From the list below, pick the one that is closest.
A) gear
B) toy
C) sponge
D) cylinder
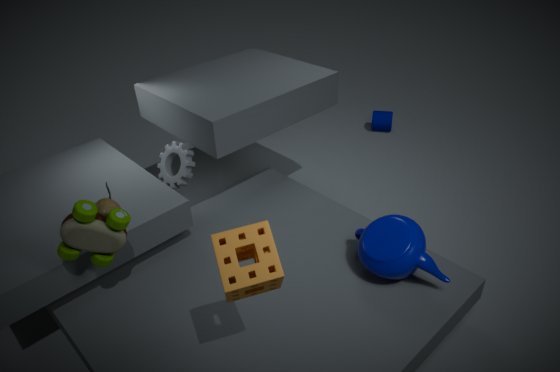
sponge
